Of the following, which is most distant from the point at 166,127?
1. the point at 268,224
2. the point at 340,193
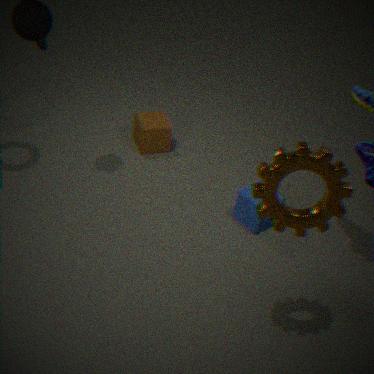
the point at 340,193
